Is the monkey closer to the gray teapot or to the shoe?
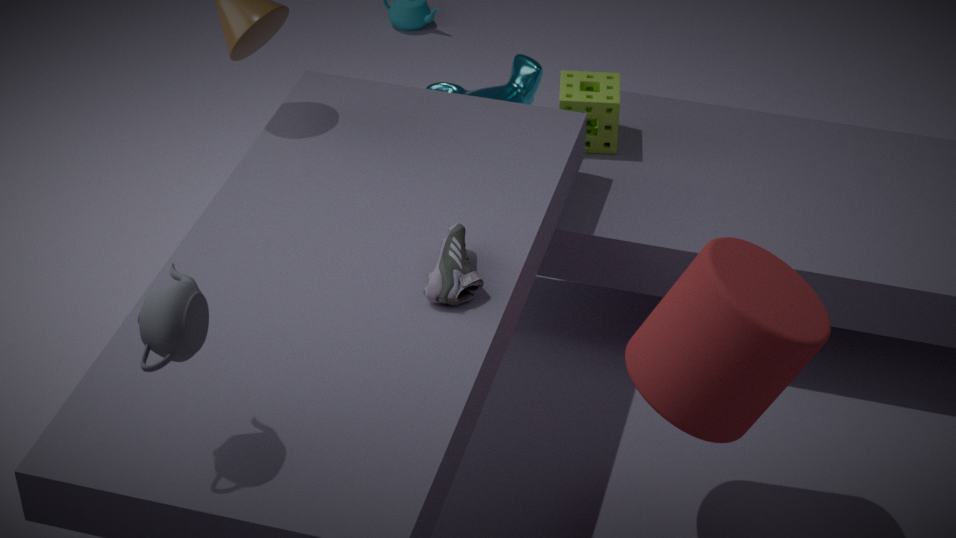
the shoe
